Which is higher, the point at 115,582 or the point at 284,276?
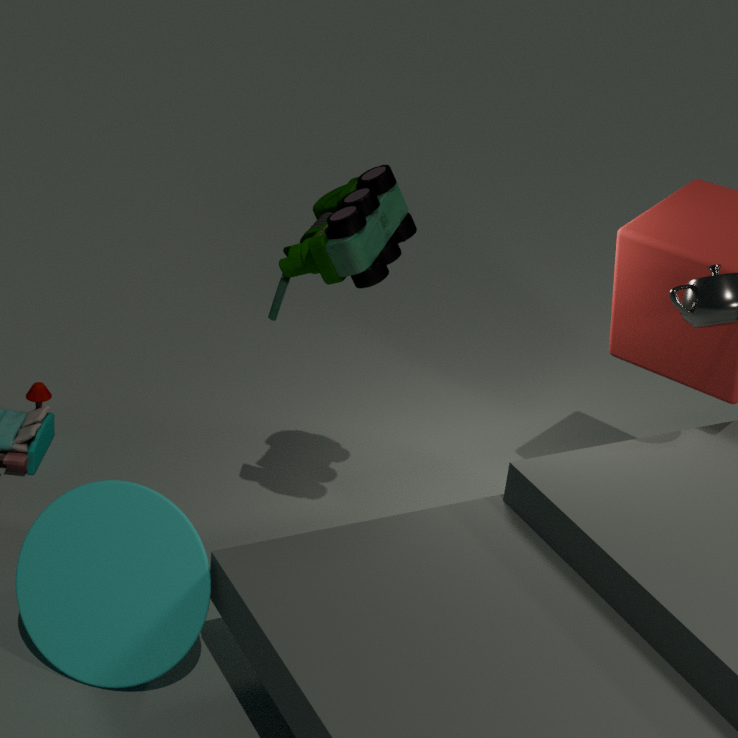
the point at 284,276
